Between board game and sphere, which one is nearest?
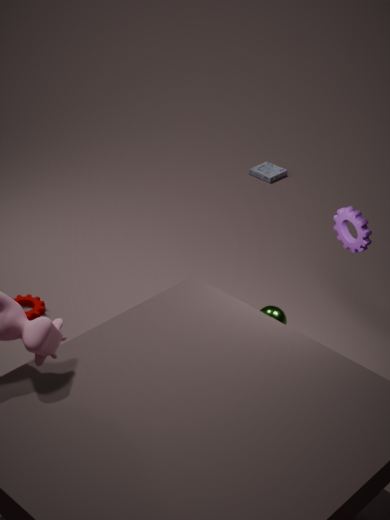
sphere
